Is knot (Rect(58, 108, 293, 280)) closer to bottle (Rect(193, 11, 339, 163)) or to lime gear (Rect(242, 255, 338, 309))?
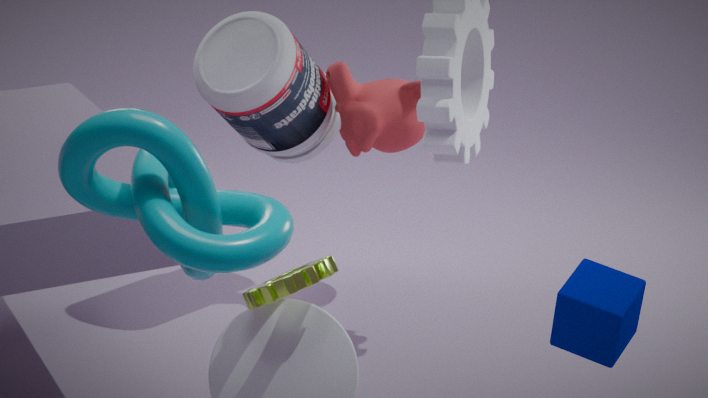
lime gear (Rect(242, 255, 338, 309))
